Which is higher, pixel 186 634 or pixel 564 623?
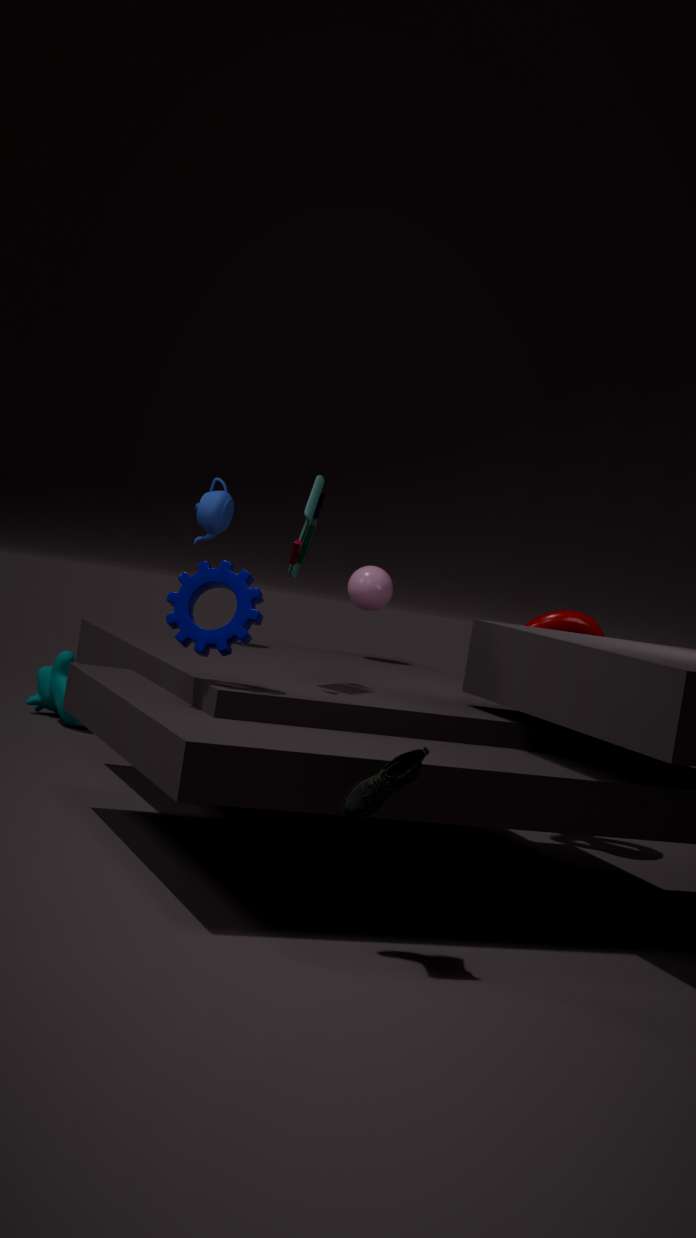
pixel 186 634
